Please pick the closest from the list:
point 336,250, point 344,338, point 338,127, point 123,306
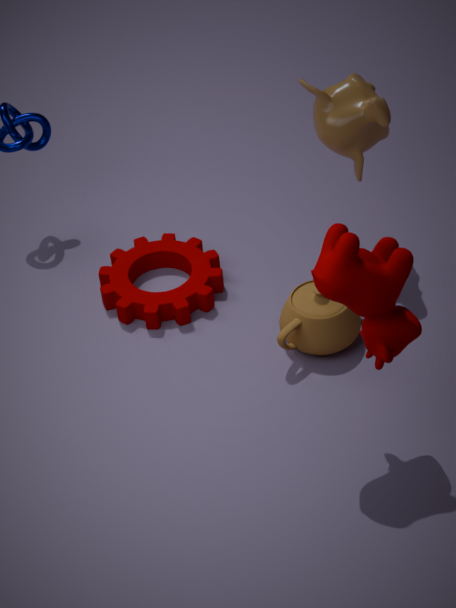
point 336,250
